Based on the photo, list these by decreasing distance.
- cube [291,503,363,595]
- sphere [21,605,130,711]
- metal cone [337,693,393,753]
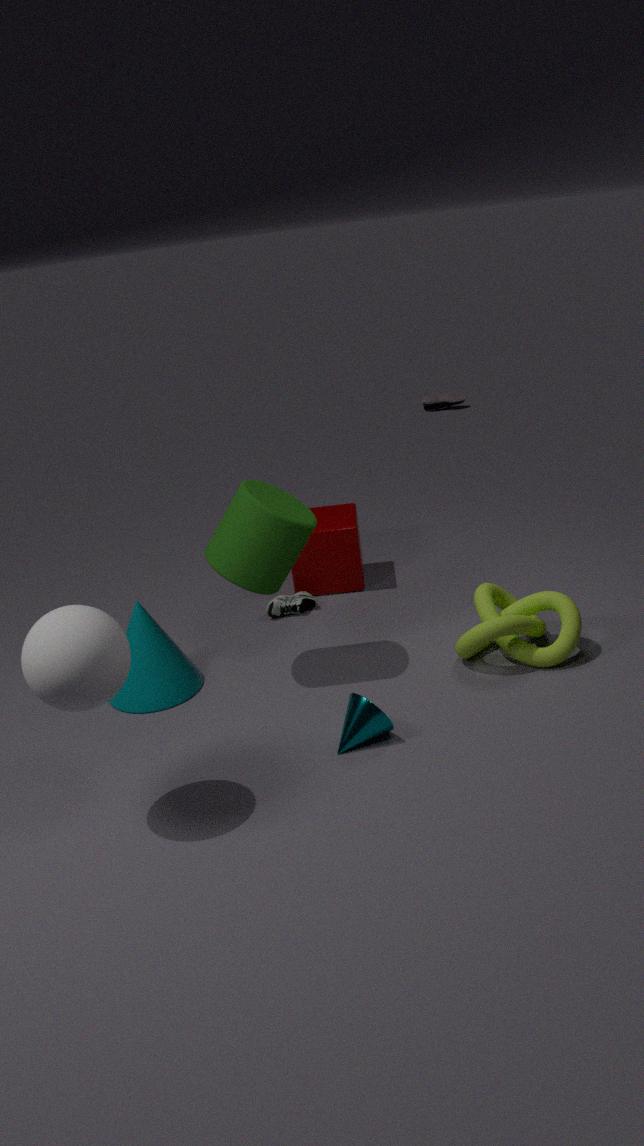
cube [291,503,363,595]
metal cone [337,693,393,753]
sphere [21,605,130,711]
